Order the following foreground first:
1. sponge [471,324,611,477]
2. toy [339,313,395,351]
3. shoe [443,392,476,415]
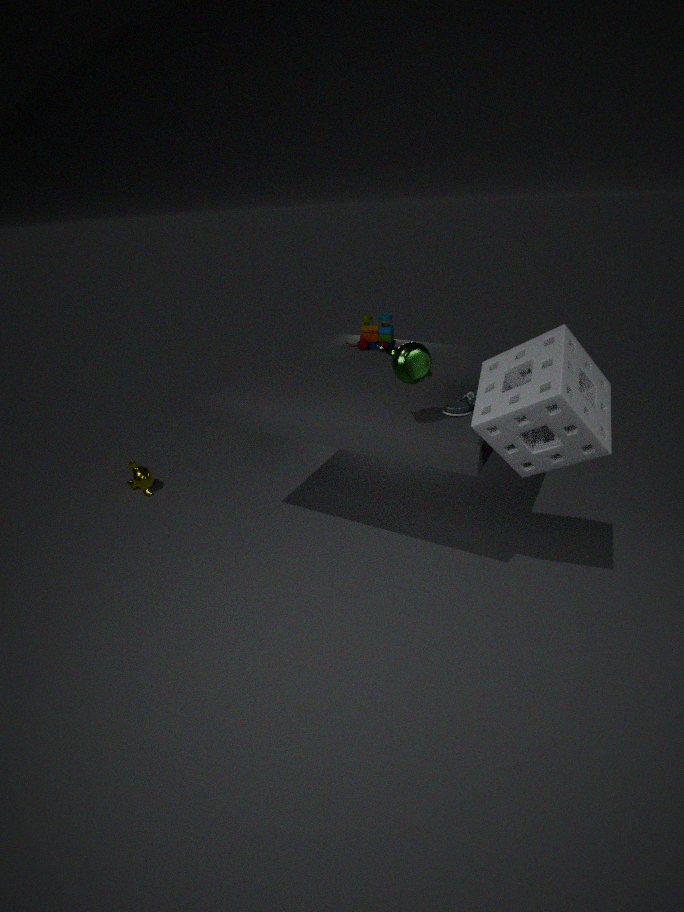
sponge [471,324,611,477] < shoe [443,392,476,415] < toy [339,313,395,351]
